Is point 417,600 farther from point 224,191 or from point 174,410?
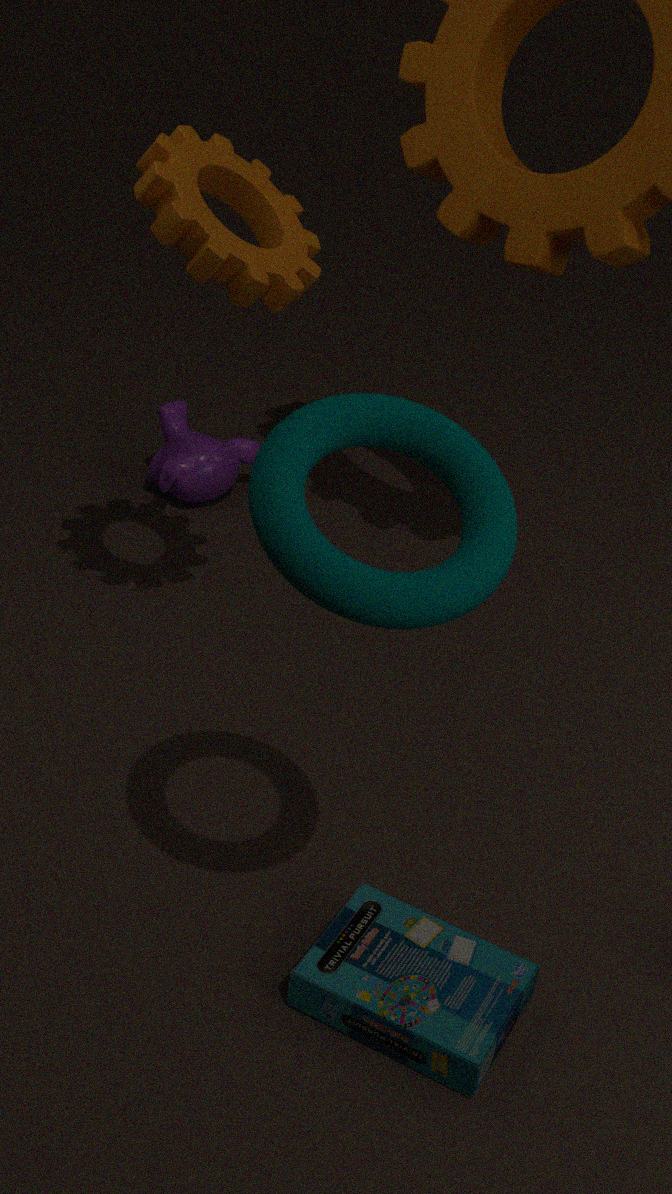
point 174,410
